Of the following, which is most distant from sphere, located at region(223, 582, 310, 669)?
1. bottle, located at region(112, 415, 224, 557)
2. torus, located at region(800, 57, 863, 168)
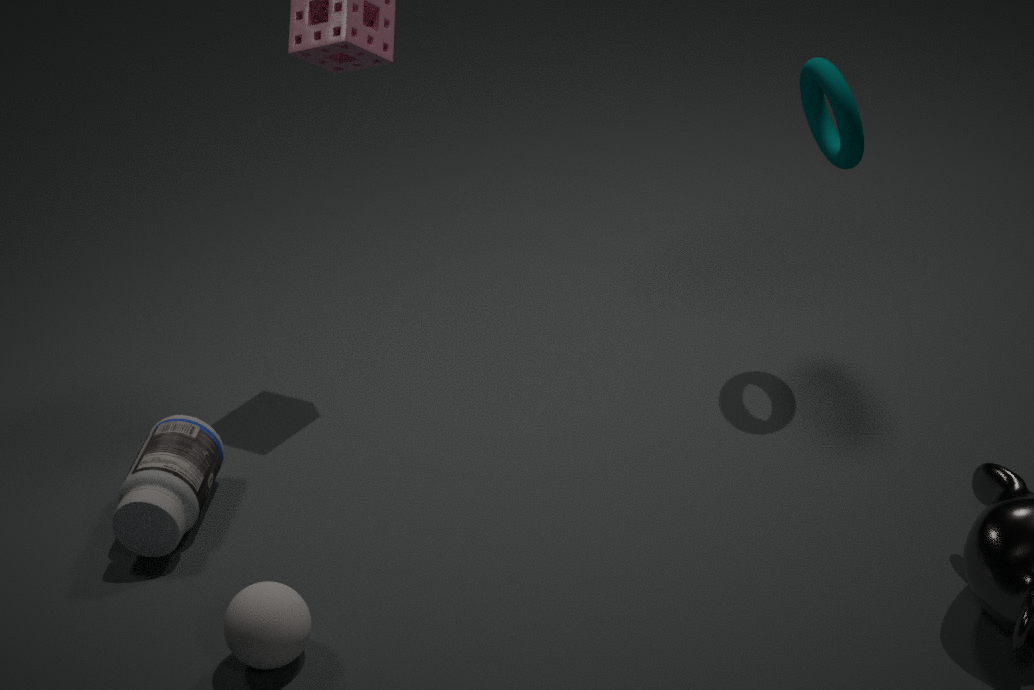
torus, located at region(800, 57, 863, 168)
